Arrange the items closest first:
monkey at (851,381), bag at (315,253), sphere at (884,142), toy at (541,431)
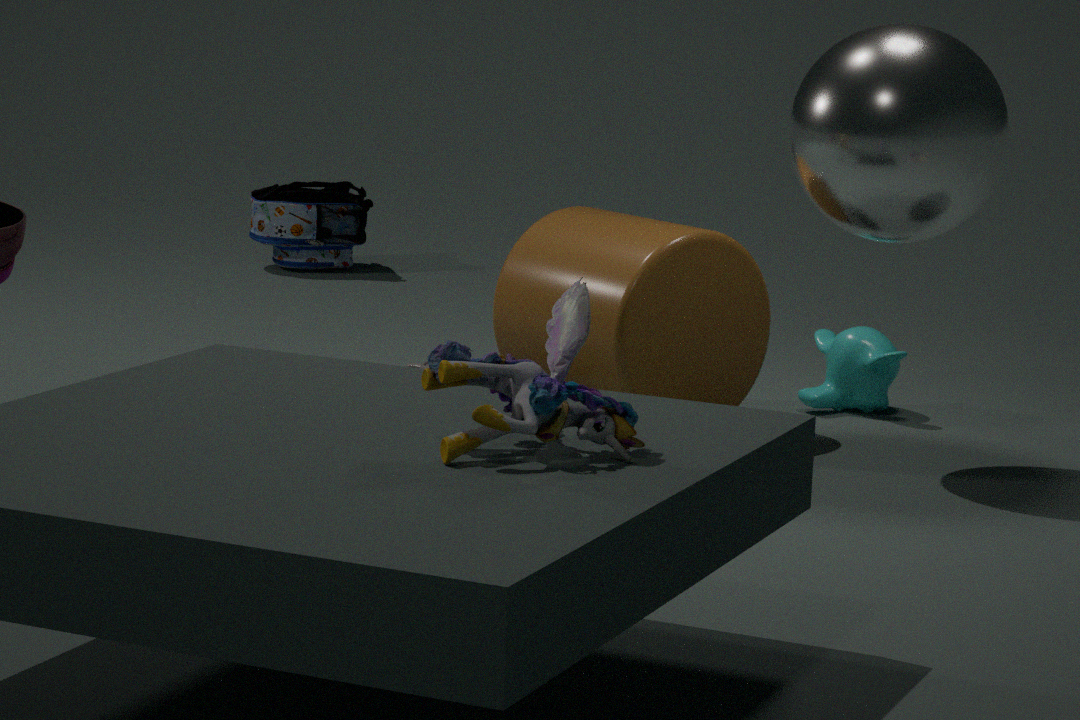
toy at (541,431)
sphere at (884,142)
monkey at (851,381)
bag at (315,253)
